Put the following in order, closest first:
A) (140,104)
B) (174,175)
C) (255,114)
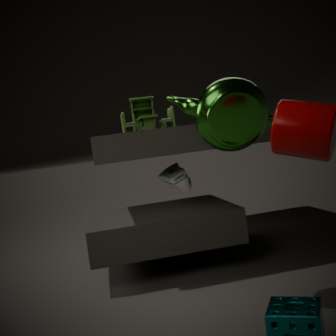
(255,114)
(174,175)
(140,104)
